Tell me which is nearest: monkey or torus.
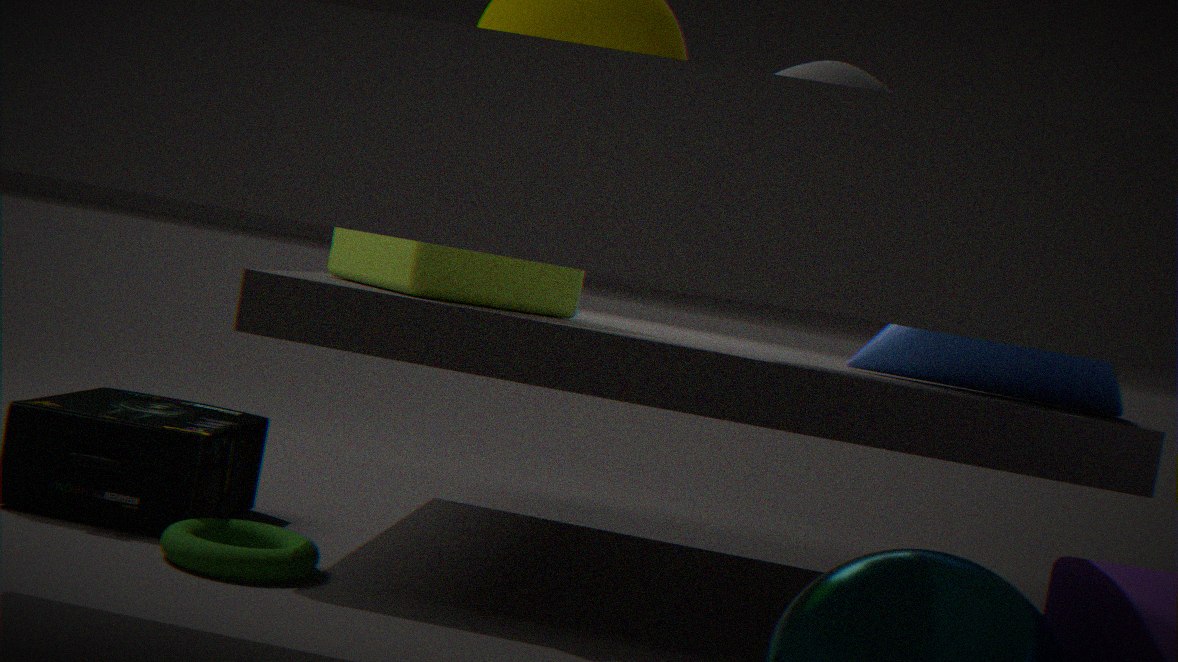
torus
